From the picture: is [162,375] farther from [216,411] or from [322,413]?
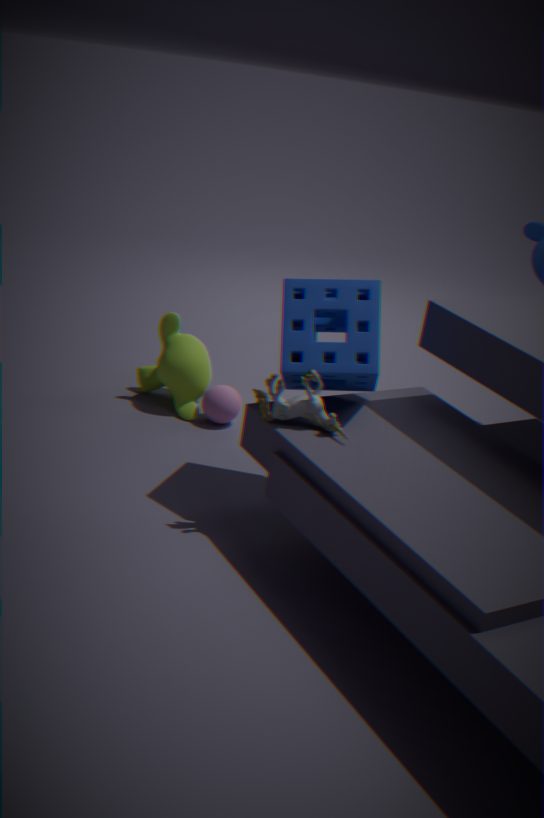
[322,413]
